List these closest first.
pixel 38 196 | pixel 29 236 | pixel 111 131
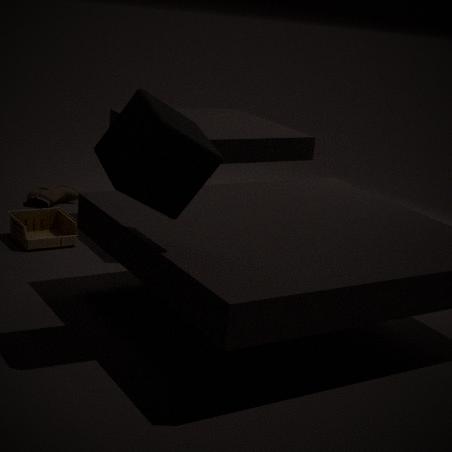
1. pixel 111 131
2. pixel 29 236
3. pixel 38 196
